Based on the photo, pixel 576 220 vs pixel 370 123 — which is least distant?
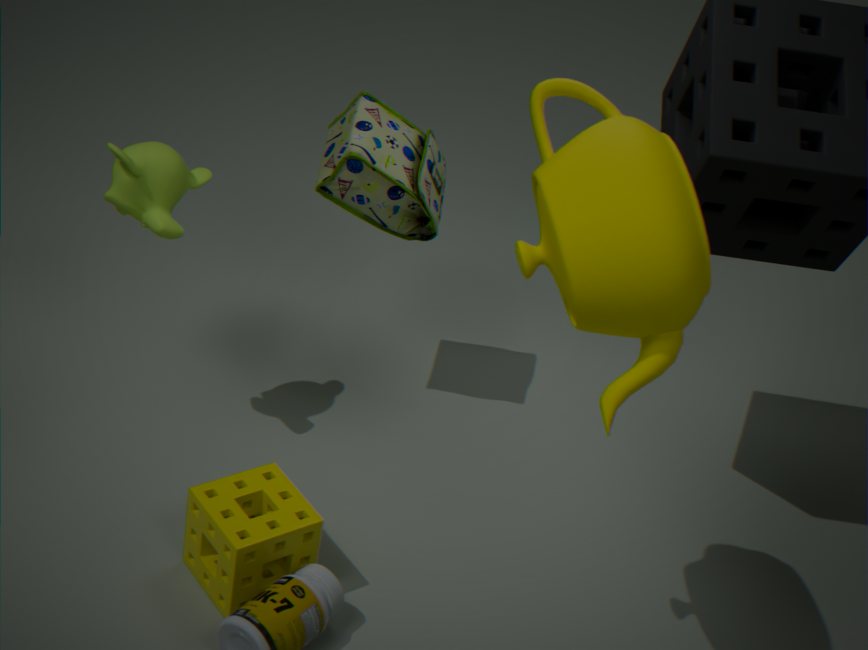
pixel 576 220
